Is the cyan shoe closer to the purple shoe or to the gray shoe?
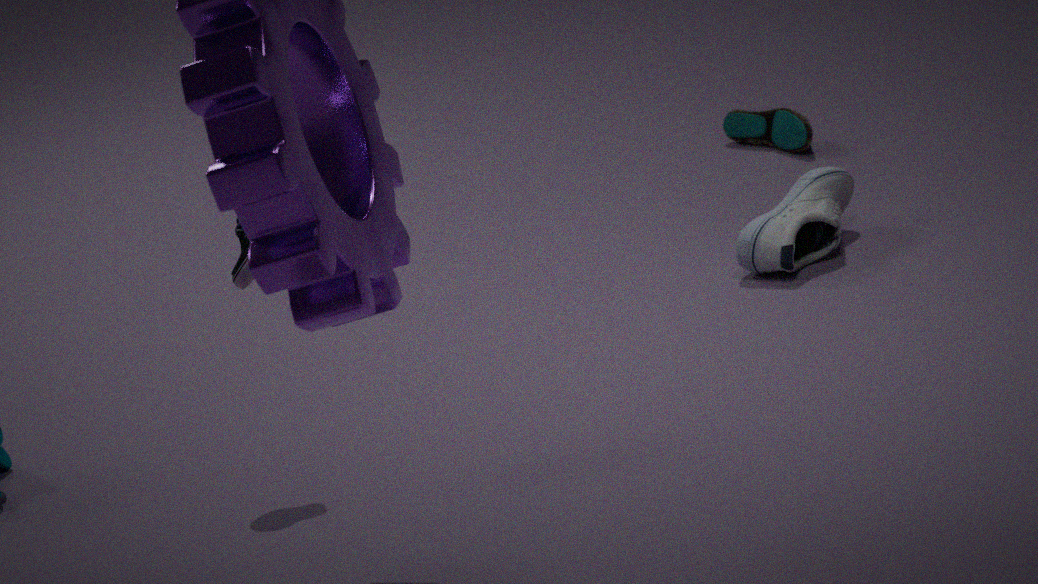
the gray shoe
